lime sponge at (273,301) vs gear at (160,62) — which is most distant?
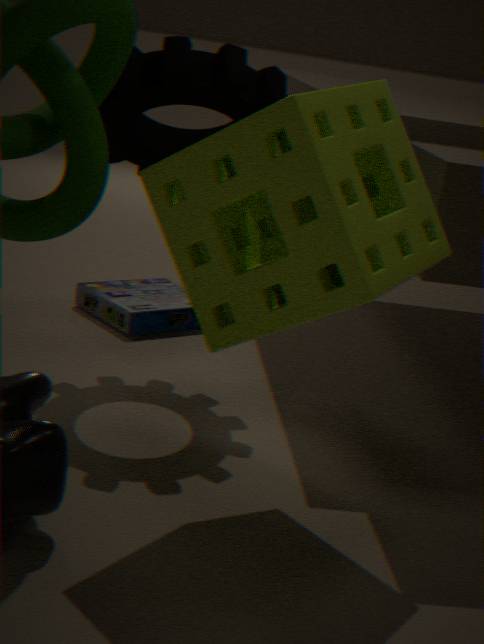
gear at (160,62)
